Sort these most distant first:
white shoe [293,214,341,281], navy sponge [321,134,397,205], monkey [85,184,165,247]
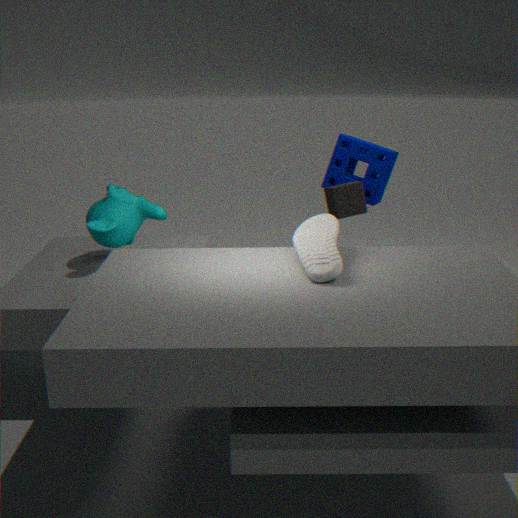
navy sponge [321,134,397,205]
monkey [85,184,165,247]
white shoe [293,214,341,281]
